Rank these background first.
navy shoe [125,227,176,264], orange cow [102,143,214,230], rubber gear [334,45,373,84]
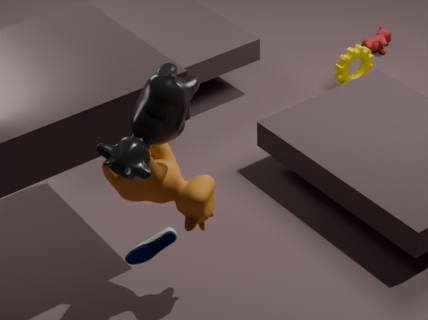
rubber gear [334,45,373,84] → orange cow [102,143,214,230] → navy shoe [125,227,176,264]
